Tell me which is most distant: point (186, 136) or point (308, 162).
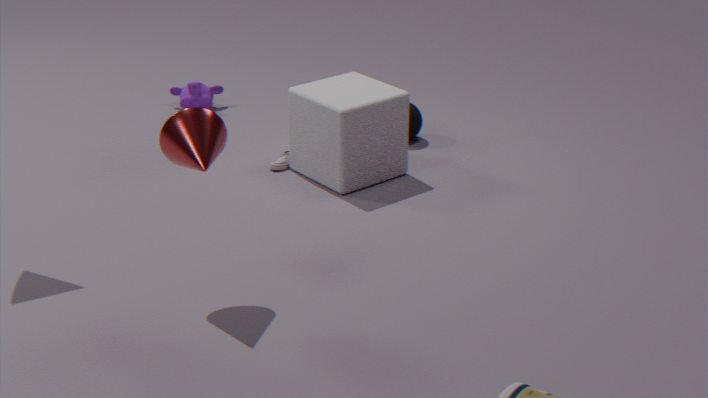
point (308, 162)
